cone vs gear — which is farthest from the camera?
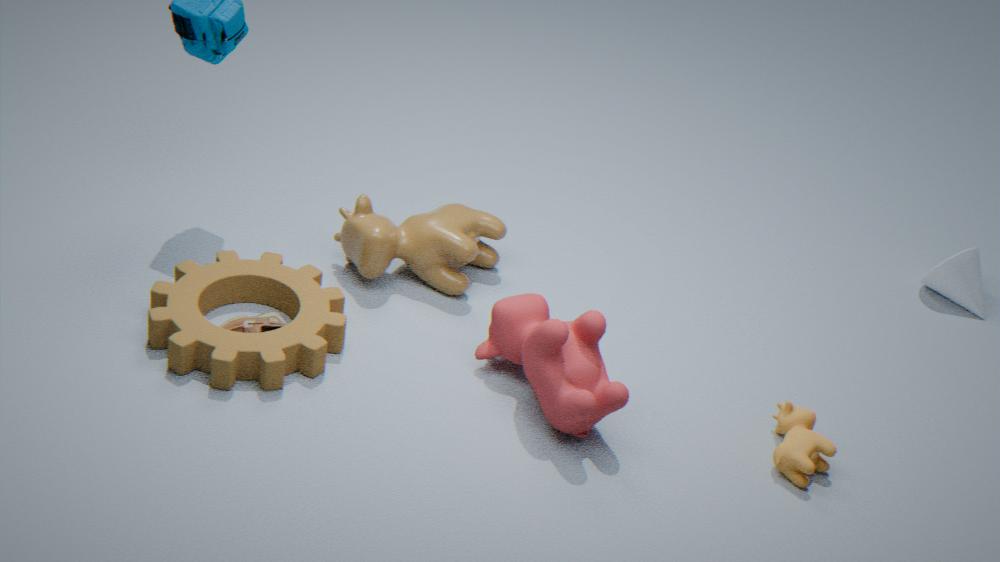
cone
